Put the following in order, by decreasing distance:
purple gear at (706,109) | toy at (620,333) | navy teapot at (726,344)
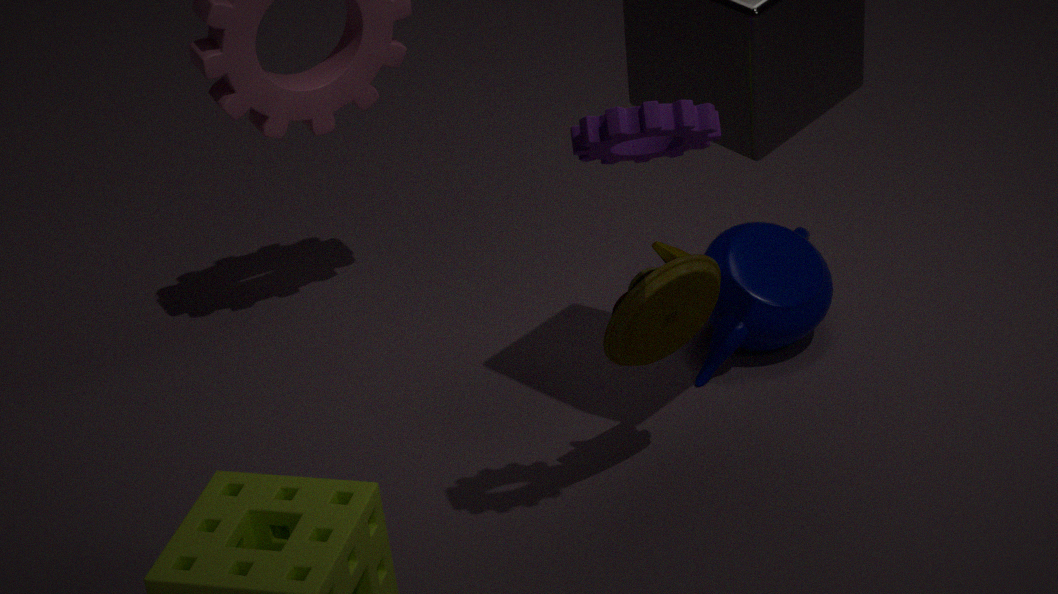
navy teapot at (726,344) < toy at (620,333) < purple gear at (706,109)
